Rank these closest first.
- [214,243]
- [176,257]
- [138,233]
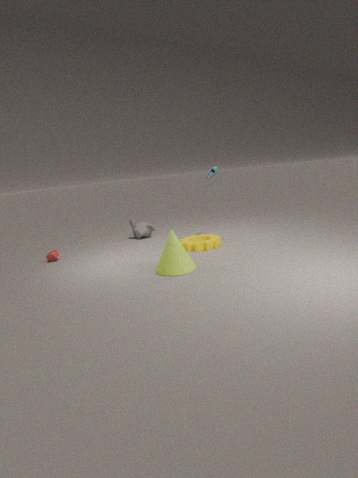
[176,257] → [214,243] → [138,233]
